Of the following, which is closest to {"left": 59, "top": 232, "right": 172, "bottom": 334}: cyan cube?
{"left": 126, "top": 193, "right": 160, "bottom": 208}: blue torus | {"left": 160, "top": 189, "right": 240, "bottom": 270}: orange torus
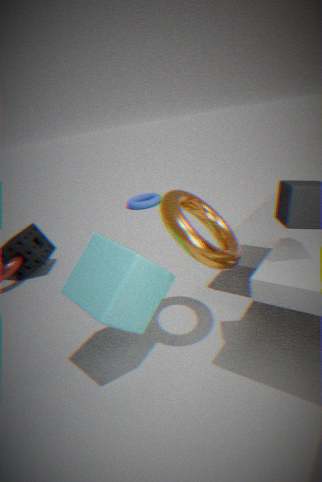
{"left": 160, "top": 189, "right": 240, "bottom": 270}: orange torus
